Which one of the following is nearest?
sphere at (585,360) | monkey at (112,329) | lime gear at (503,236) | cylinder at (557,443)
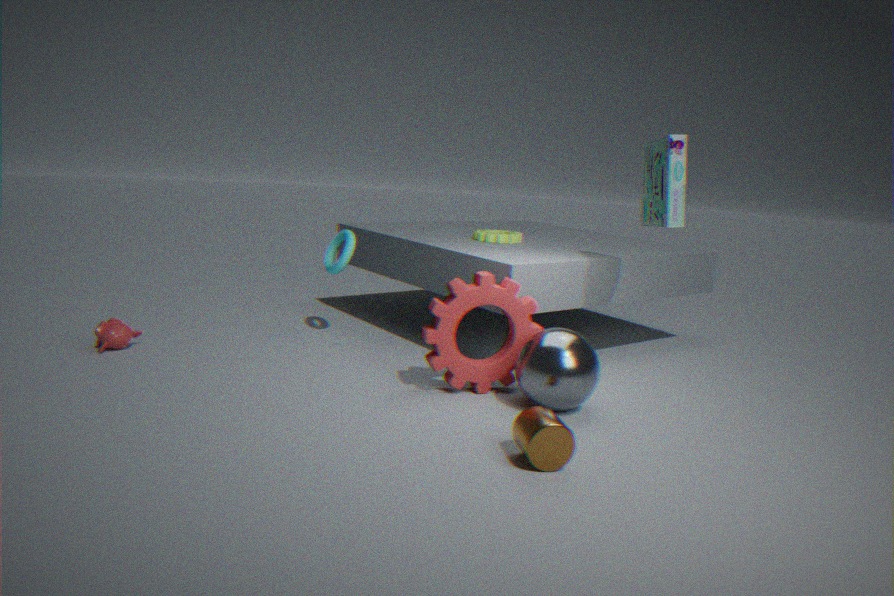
cylinder at (557,443)
